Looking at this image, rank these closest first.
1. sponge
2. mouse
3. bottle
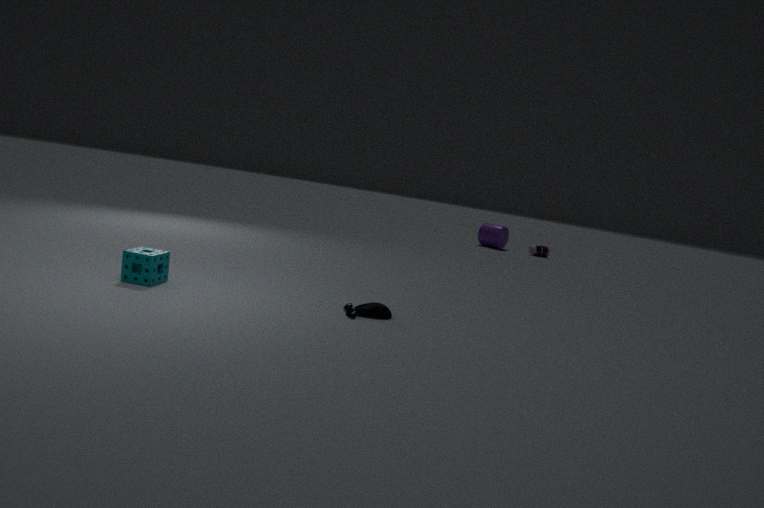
1. sponge
2. mouse
3. bottle
